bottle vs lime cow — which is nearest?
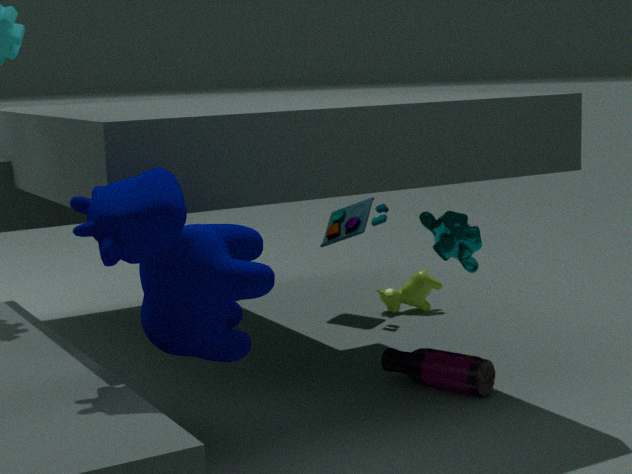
bottle
